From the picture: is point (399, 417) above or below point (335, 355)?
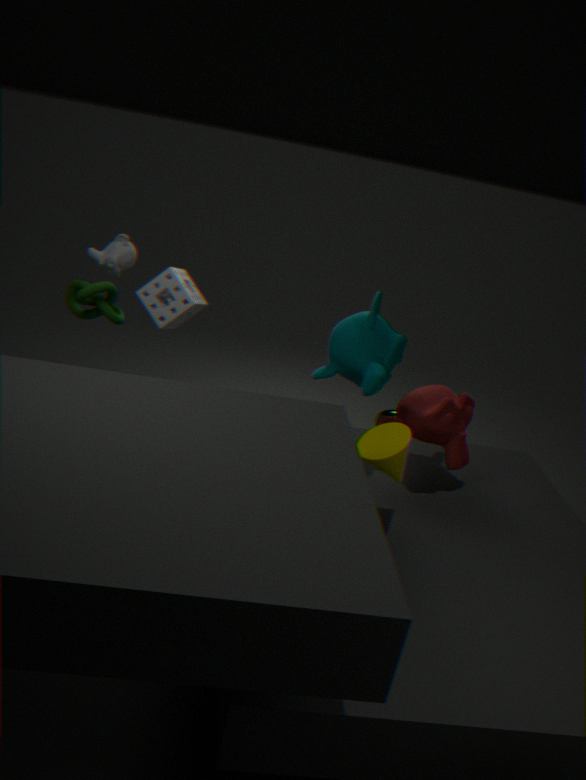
below
